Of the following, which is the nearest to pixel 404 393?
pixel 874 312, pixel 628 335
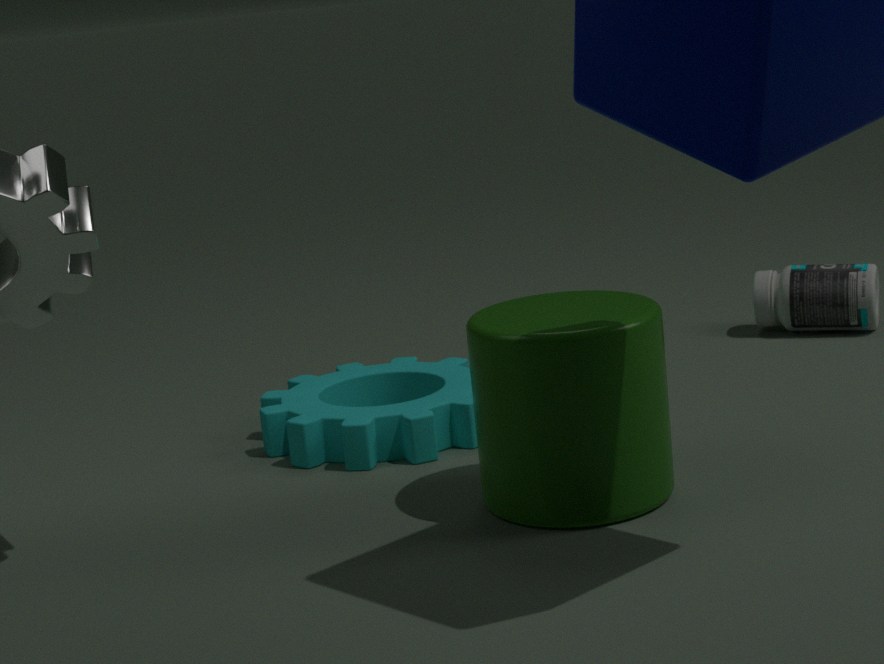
pixel 628 335
